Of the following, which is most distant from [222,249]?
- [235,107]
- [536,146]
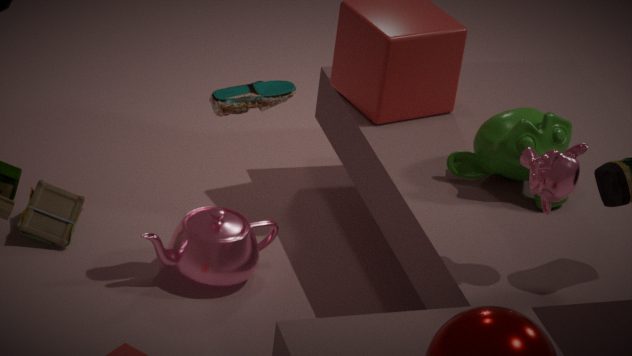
[536,146]
